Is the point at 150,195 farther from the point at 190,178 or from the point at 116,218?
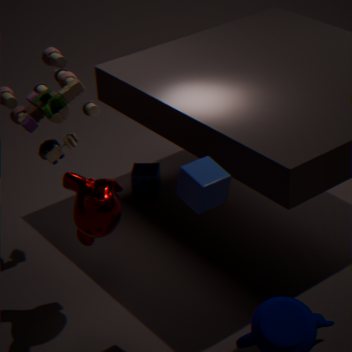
the point at 190,178
